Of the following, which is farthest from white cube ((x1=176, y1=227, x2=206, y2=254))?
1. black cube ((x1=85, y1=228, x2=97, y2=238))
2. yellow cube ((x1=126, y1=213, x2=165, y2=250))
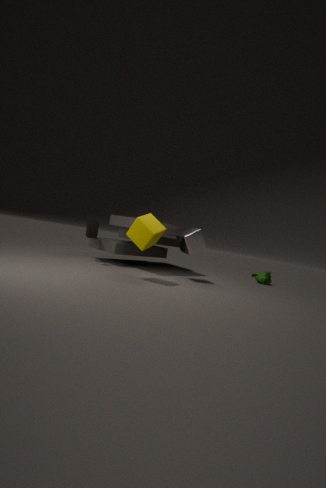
black cube ((x1=85, y1=228, x2=97, y2=238))
